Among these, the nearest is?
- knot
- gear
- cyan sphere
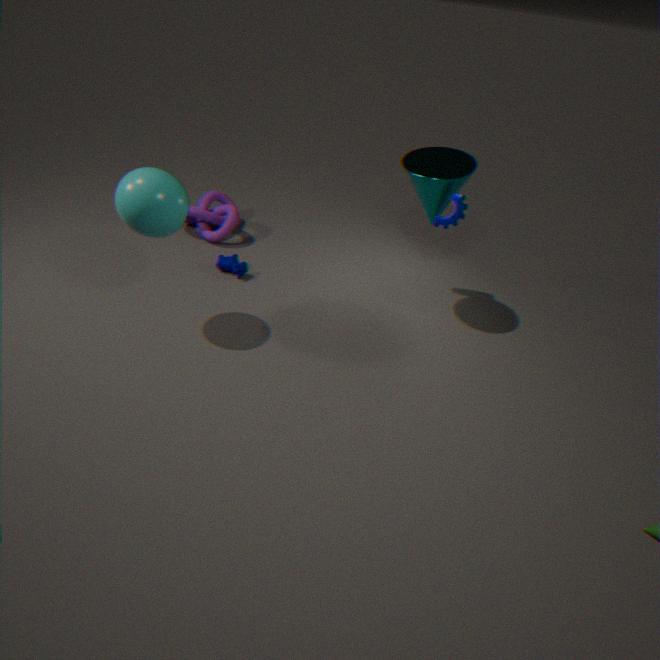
cyan sphere
